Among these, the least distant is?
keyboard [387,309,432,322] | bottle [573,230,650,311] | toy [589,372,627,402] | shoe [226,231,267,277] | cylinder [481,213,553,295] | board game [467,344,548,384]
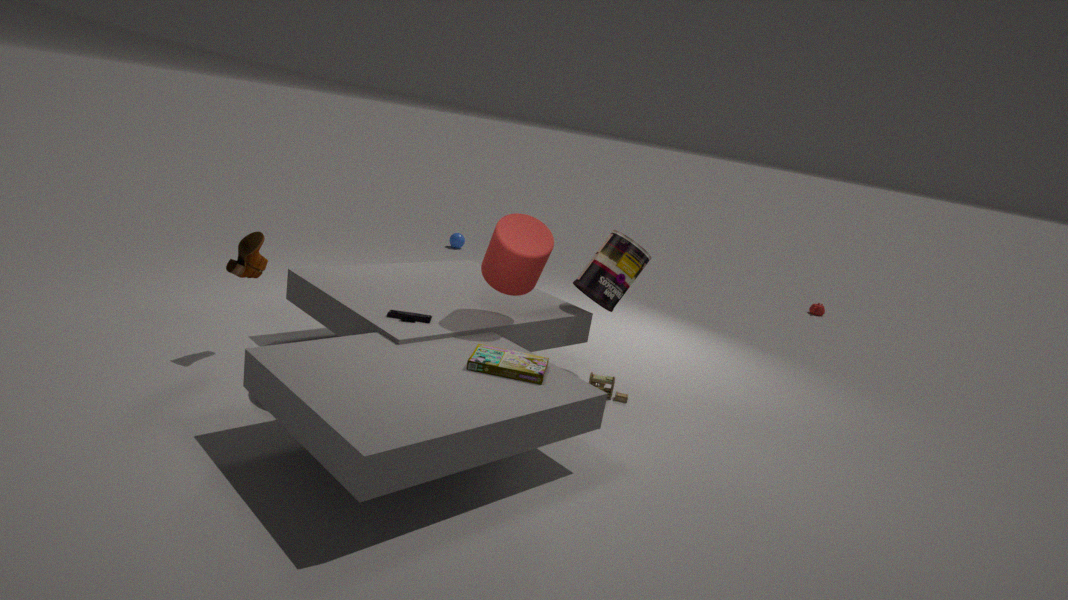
board game [467,344,548,384]
